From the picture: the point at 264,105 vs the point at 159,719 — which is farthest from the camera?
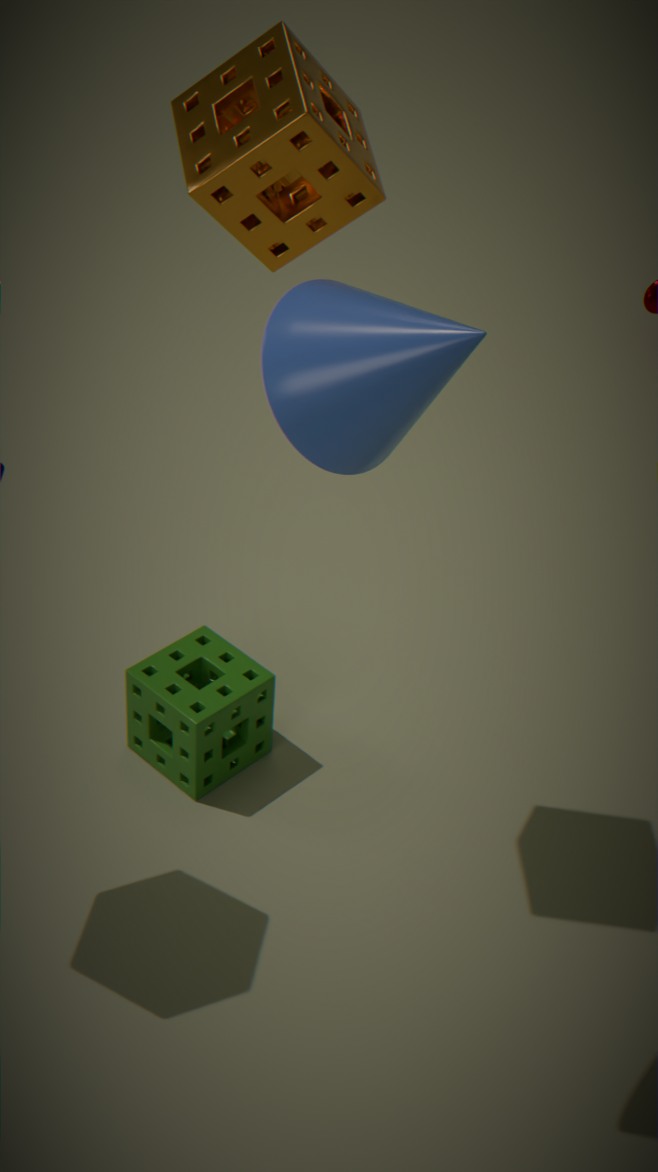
the point at 159,719
